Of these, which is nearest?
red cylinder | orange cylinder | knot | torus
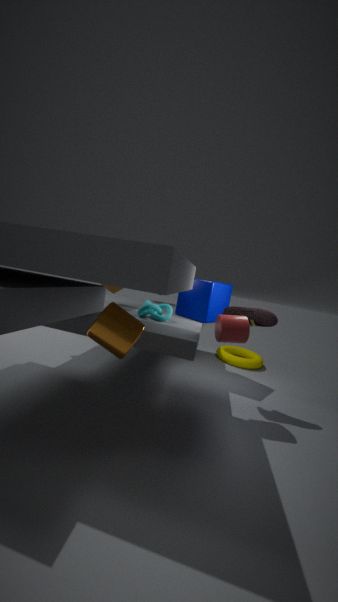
orange cylinder
